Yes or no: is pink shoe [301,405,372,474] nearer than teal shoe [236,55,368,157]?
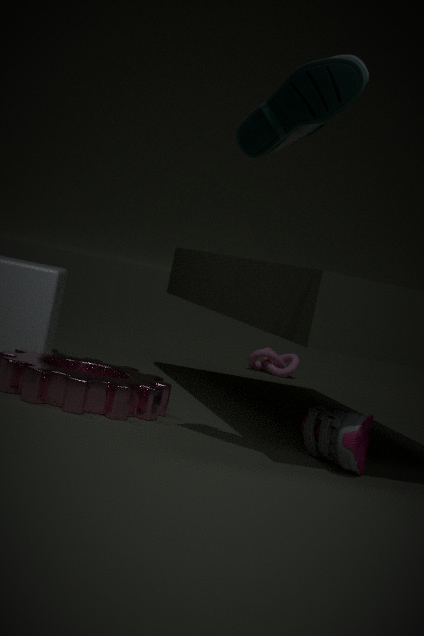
No
